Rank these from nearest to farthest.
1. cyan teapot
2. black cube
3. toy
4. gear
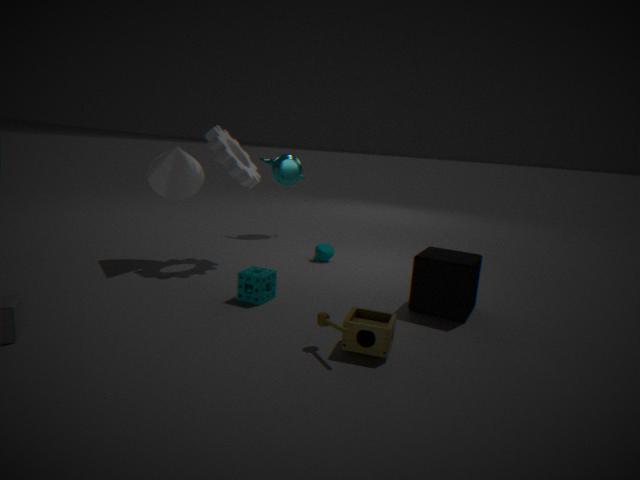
toy, black cube, gear, cyan teapot
